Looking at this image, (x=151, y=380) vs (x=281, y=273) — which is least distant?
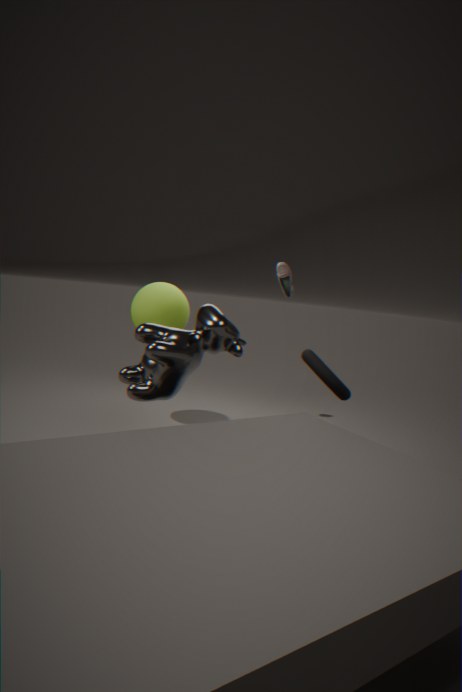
(x=151, y=380)
